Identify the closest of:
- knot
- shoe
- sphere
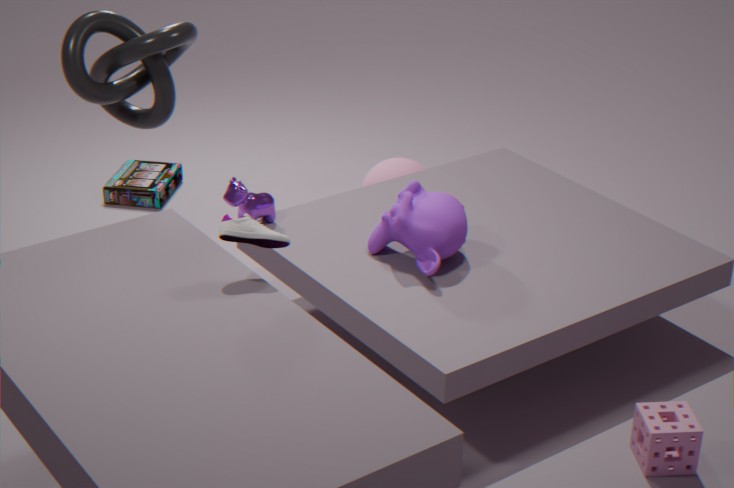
shoe
